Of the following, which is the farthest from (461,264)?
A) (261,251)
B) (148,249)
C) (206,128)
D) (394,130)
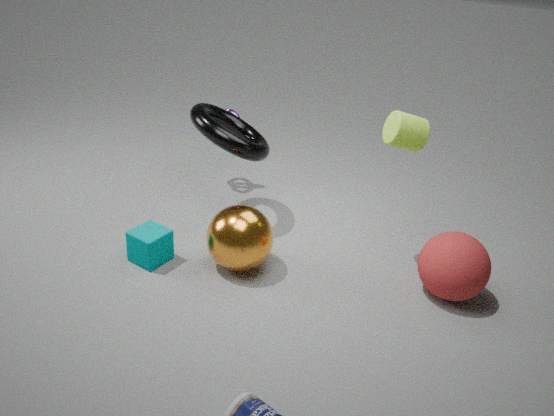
(148,249)
